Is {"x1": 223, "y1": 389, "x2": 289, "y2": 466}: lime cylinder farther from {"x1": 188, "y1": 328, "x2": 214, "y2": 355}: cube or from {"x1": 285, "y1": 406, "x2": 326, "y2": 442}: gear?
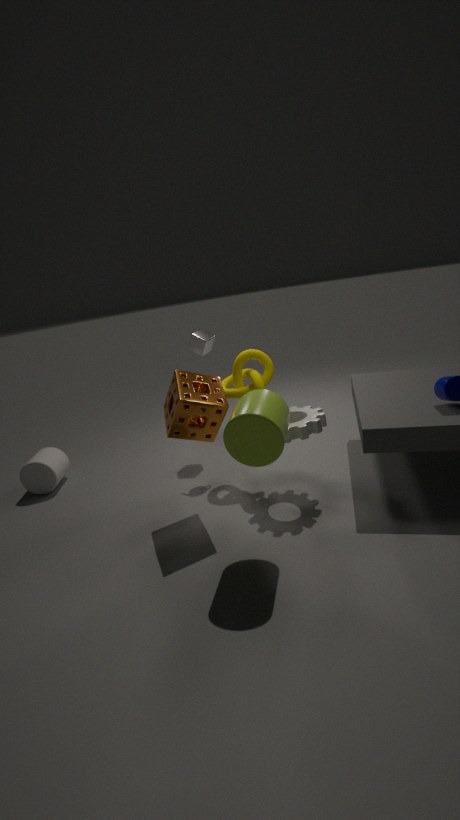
{"x1": 188, "y1": 328, "x2": 214, "y2": 355}: cube
